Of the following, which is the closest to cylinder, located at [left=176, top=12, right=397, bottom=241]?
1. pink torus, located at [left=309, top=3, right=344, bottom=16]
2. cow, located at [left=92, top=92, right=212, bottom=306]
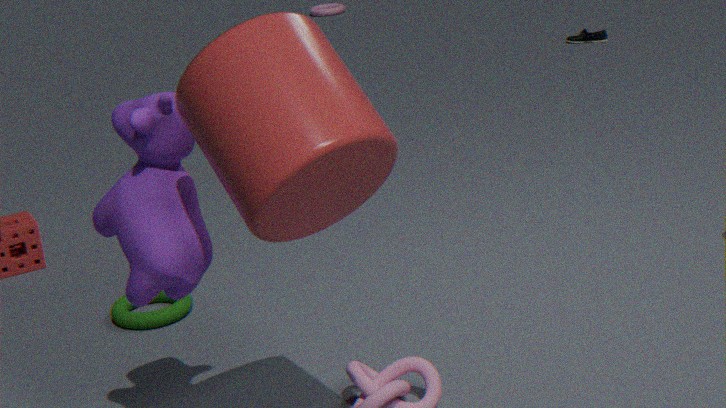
cow, located at [left=92, top=92, right=212, bottom=306]
